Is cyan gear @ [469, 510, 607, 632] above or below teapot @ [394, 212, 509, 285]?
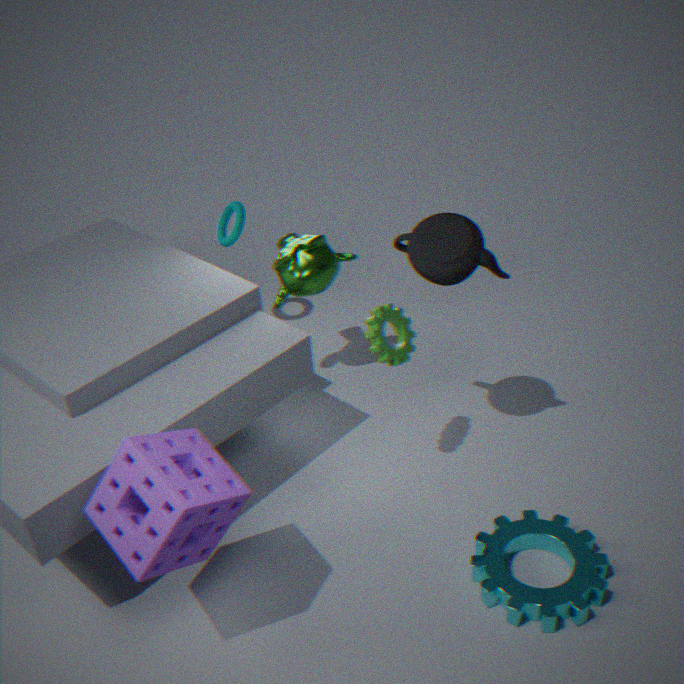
below
